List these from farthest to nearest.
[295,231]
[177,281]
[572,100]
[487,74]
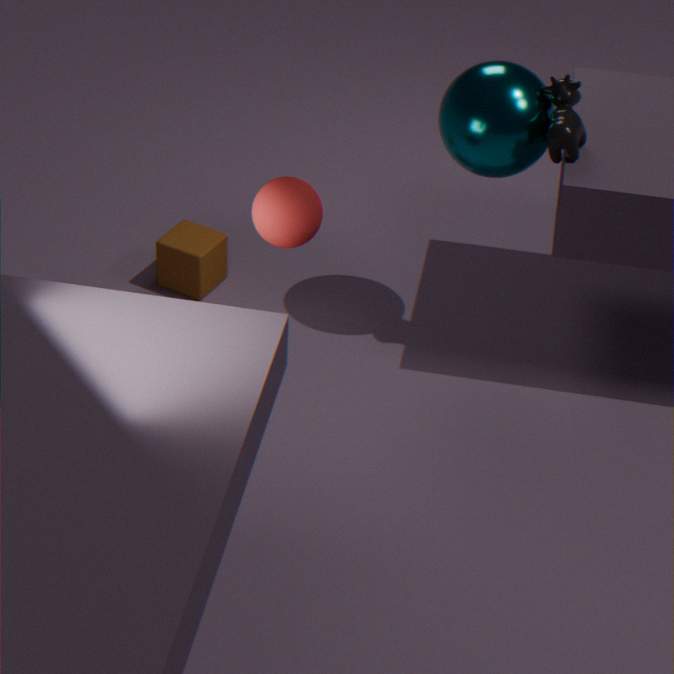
[177,281] → [487,74] → [572,100] → [295,231]
